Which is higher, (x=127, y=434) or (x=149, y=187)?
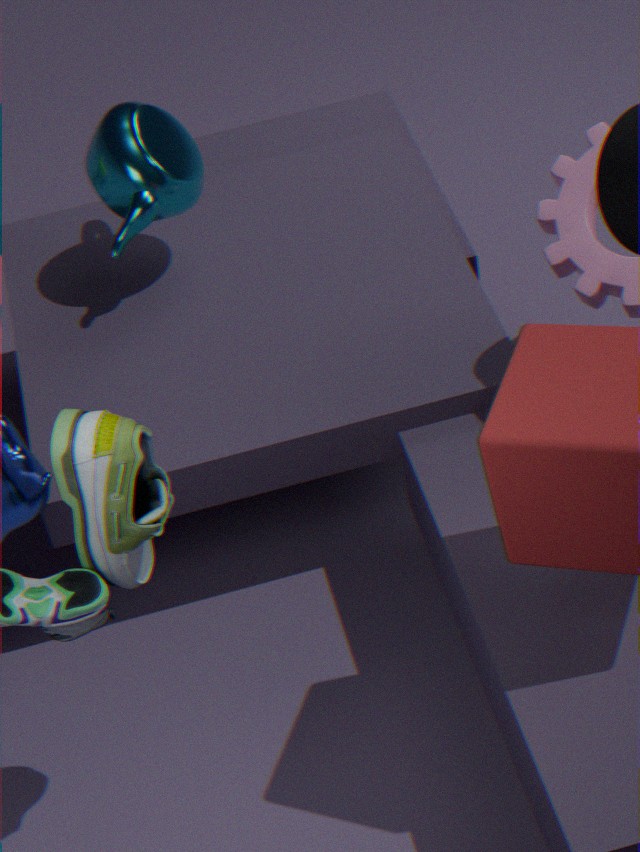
(x=127, y=434)
